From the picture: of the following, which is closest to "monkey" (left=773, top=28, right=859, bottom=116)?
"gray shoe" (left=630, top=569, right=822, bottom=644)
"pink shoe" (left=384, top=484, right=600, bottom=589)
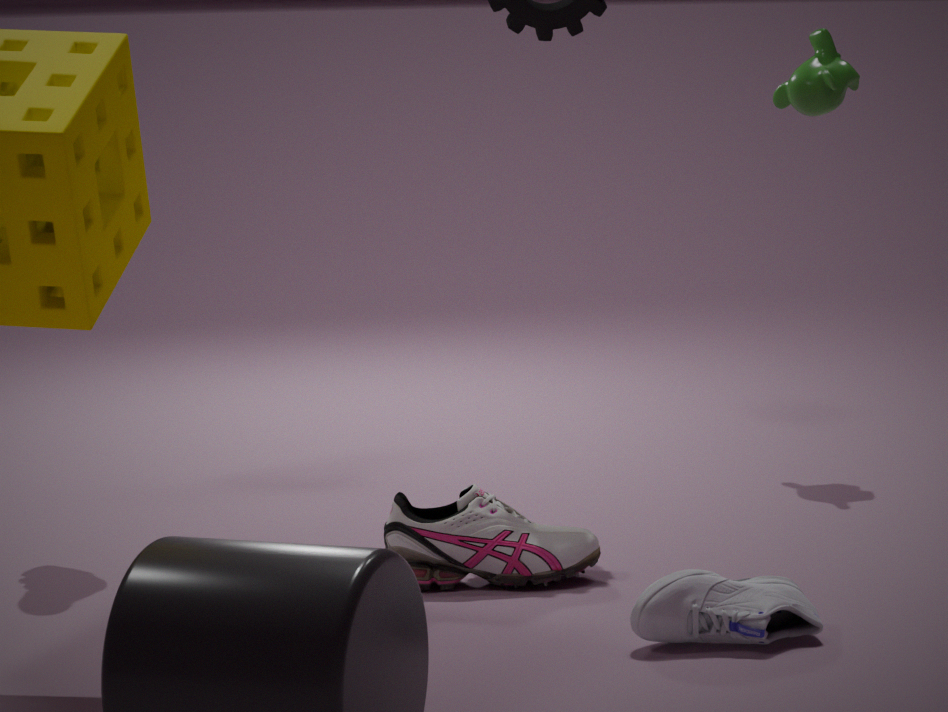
"pink shoe" (left=384, top=484, right=600, bottom=589)
